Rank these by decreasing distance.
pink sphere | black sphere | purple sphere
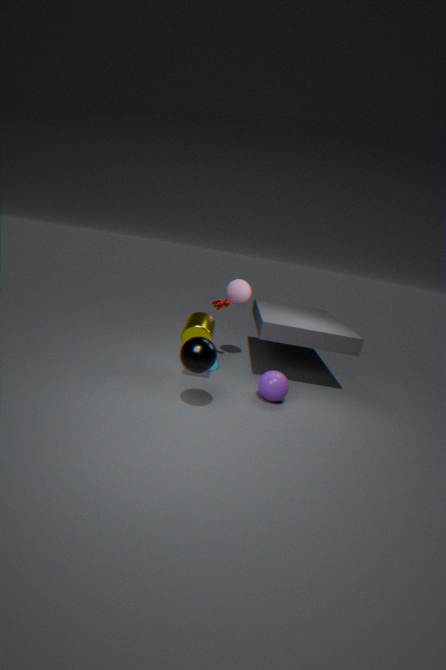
pink sphere
purple sphere
black sphere
